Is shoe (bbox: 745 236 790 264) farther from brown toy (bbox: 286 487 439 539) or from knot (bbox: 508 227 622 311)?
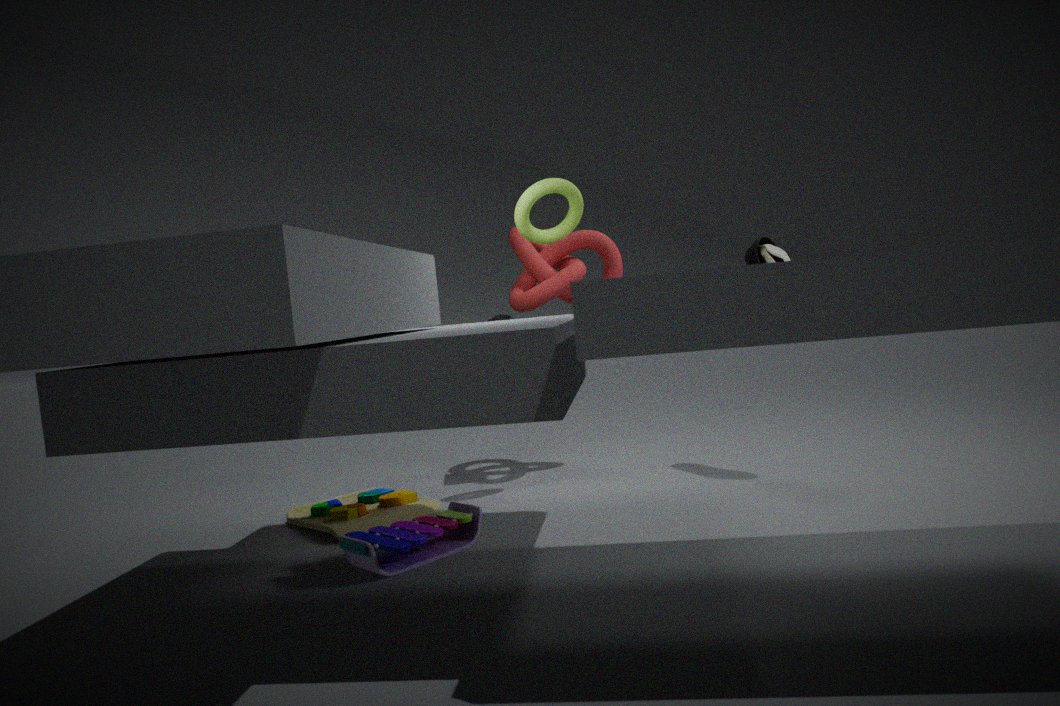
brown toy (bbox: 286 487 439 539)
